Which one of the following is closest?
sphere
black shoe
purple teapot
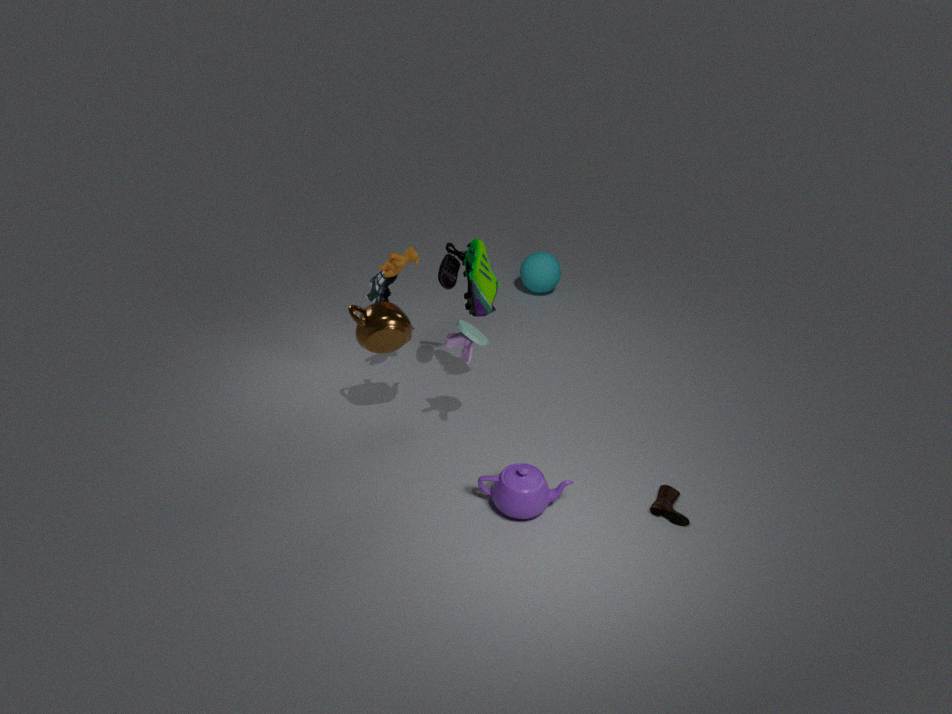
purple teapot
